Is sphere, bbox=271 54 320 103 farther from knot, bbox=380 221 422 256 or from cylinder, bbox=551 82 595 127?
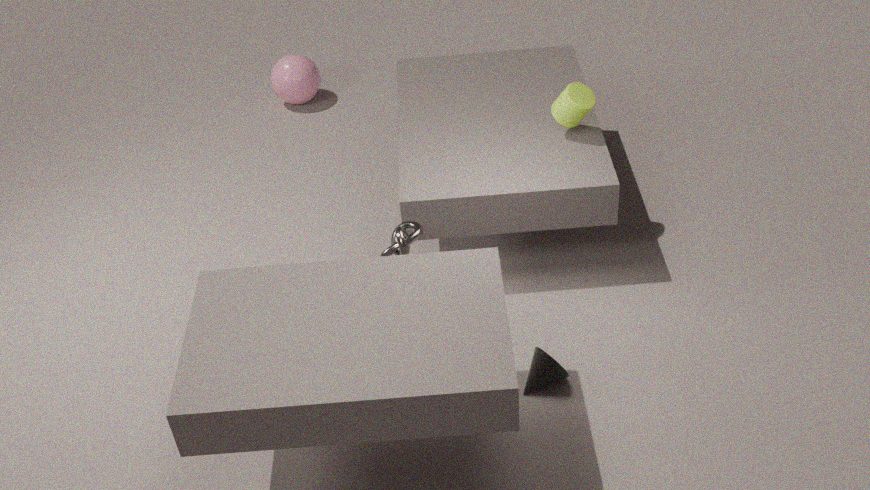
knot, bbox=380 221 422 256
